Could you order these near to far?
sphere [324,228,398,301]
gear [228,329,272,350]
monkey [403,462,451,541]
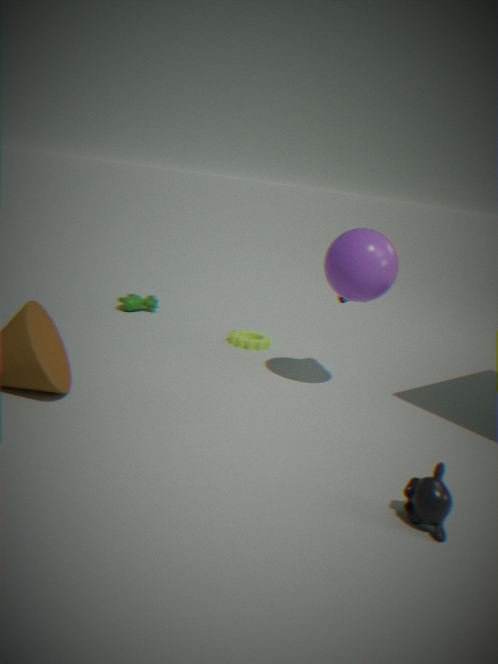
monkey [403,462,451,541] → sphere [324,228,398,301] → gear [228,329,272,350]
